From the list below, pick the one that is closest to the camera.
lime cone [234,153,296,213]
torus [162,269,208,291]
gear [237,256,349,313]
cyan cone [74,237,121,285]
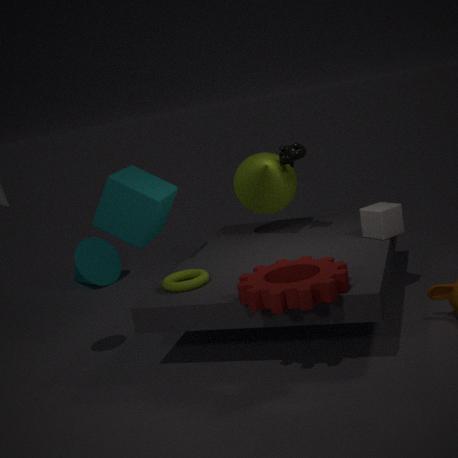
gear [237,256,349,313]
